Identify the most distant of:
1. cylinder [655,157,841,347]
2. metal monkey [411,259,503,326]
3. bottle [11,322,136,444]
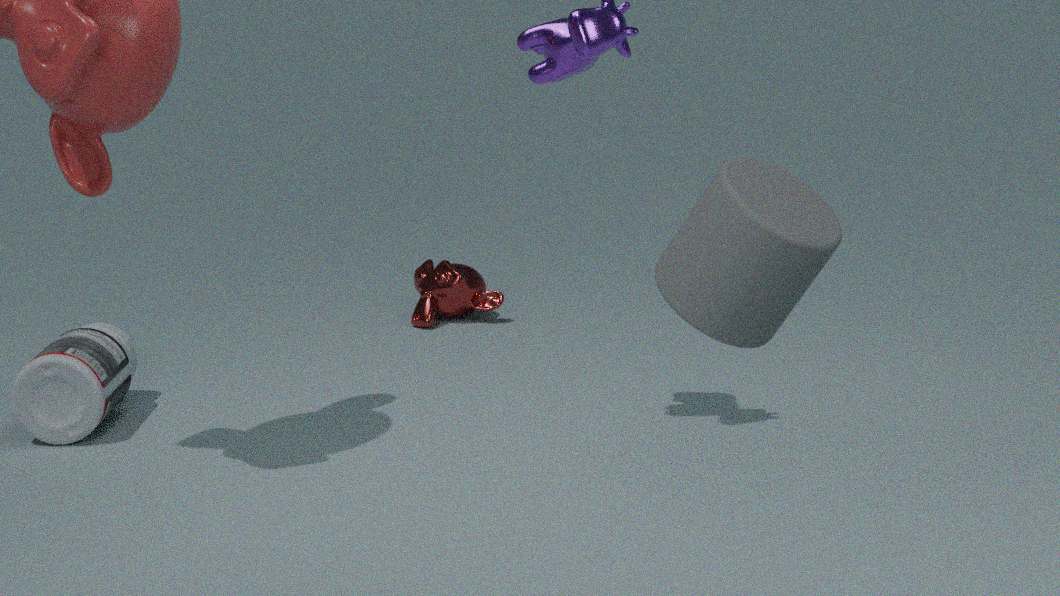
metal monkey [411,259,503,326]
